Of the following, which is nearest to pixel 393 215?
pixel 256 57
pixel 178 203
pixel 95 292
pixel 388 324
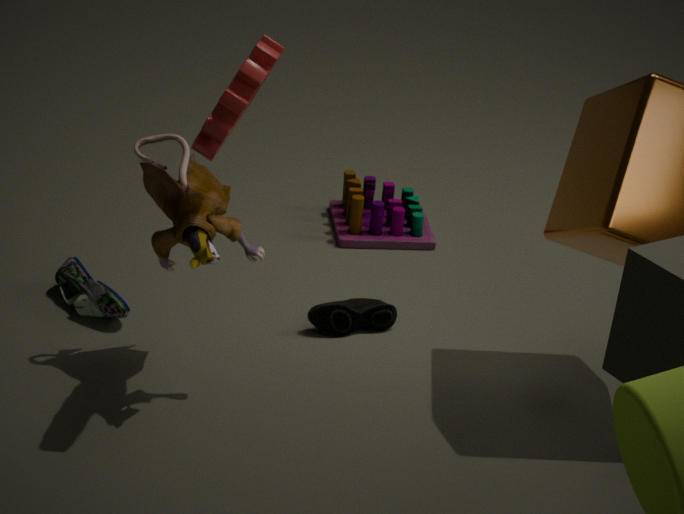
pixel 388 324
